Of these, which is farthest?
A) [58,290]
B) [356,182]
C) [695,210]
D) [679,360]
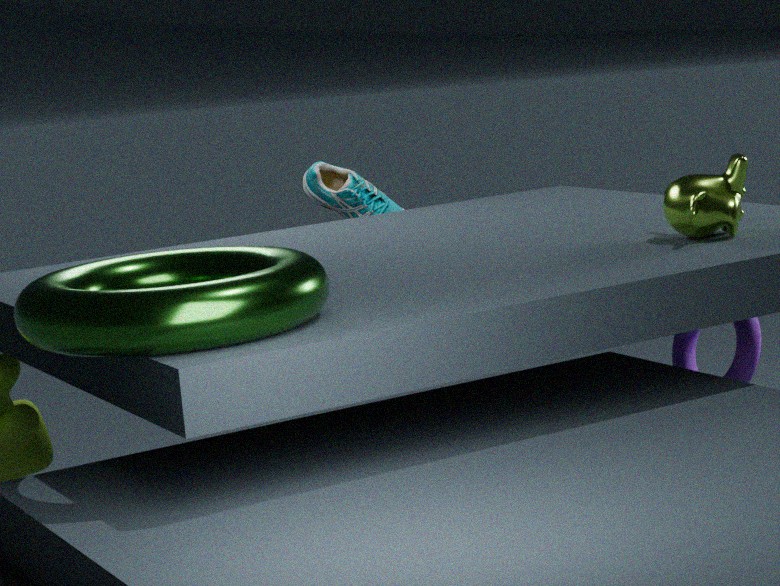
[356,182]
